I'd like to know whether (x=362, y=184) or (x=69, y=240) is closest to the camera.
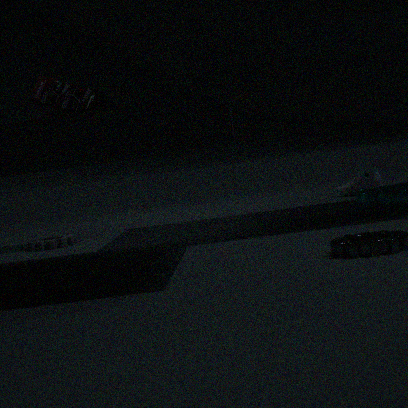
(x=69, y=240)
